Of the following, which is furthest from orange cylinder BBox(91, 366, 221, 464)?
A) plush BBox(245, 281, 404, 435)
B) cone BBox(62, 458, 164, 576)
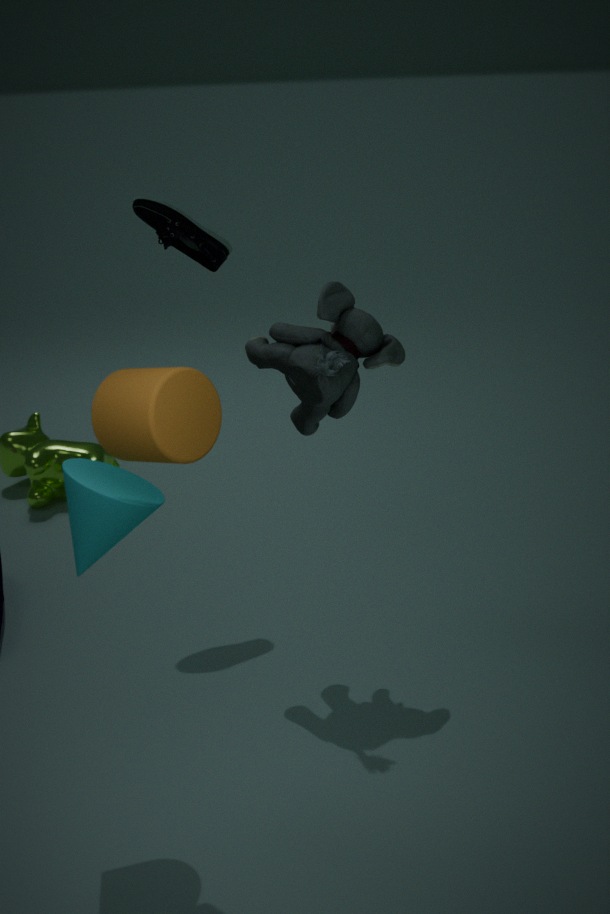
plush BBox(245, 281, 404, 435)
